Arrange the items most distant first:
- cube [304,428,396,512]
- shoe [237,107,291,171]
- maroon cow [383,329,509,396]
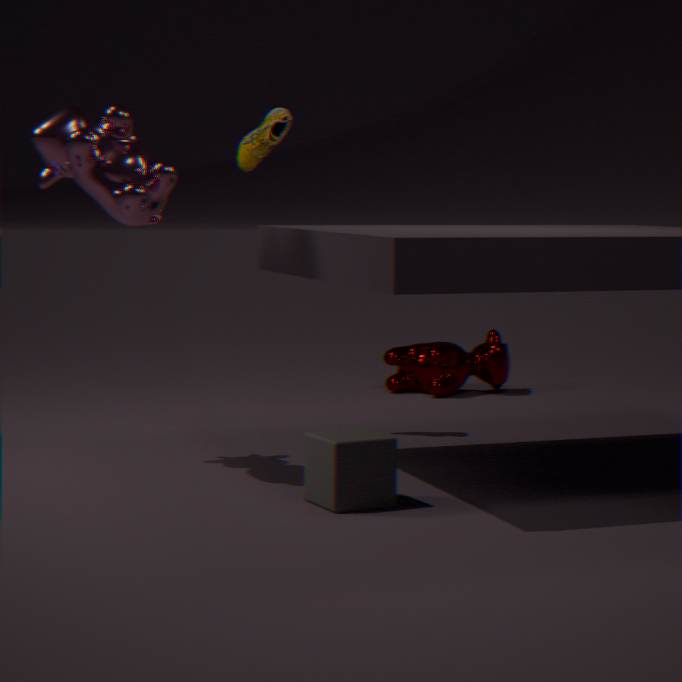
maroon cow [383,329,509,396] → shoe [237,107,291,171] → cube [304,428,396,512]
